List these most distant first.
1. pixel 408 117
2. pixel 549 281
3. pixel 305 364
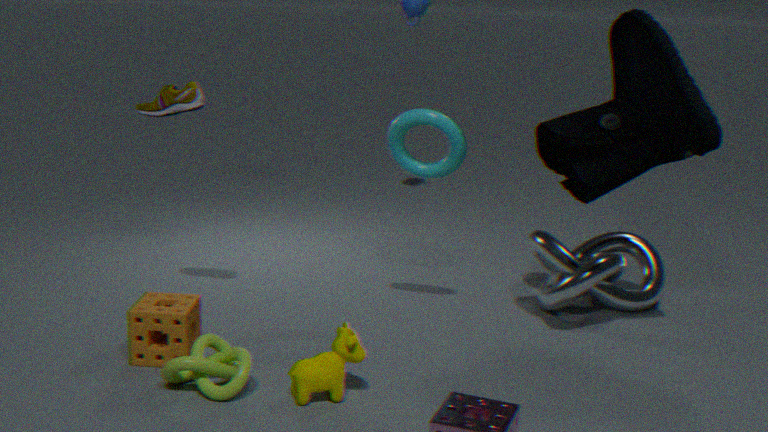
pixel 549 281 < pixel 408 117 < pixel 305 364
